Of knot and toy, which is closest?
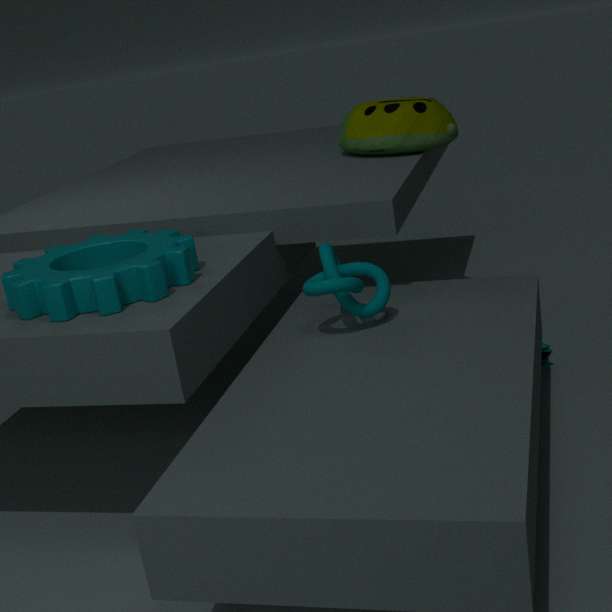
knot
